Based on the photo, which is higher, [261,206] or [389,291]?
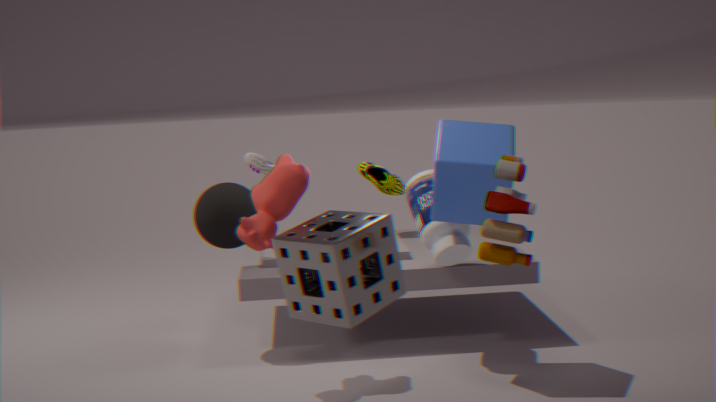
[261,206]
